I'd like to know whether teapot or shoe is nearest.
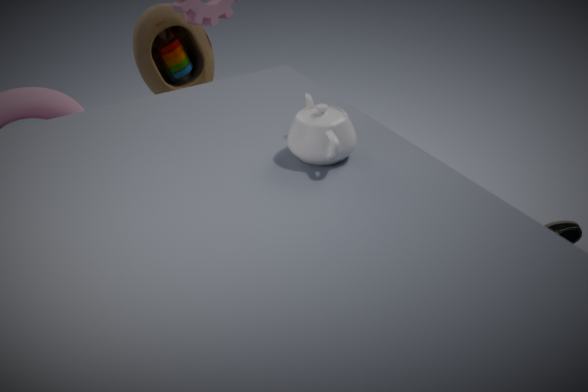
teapot
